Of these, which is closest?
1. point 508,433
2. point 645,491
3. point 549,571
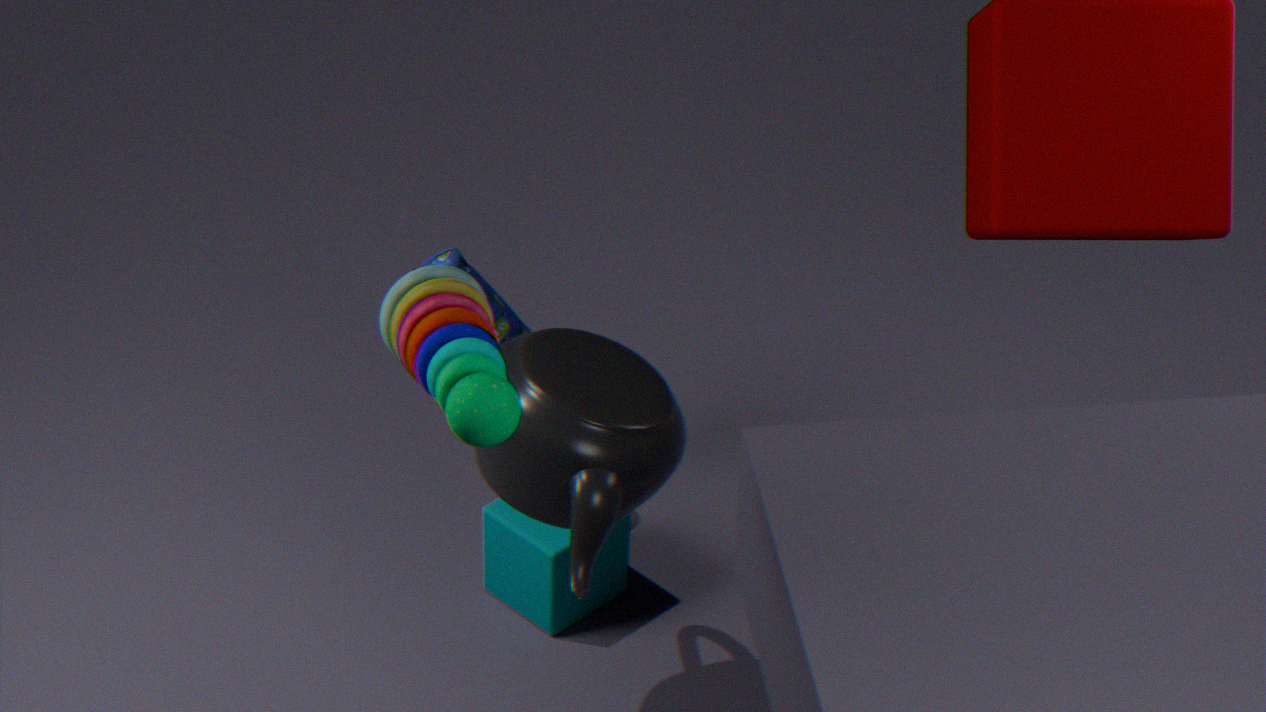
point 508,433
